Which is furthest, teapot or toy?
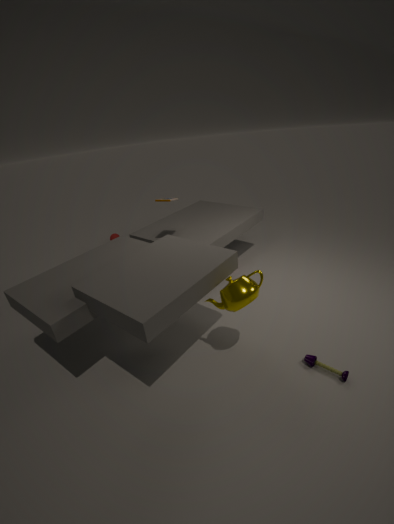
toy
